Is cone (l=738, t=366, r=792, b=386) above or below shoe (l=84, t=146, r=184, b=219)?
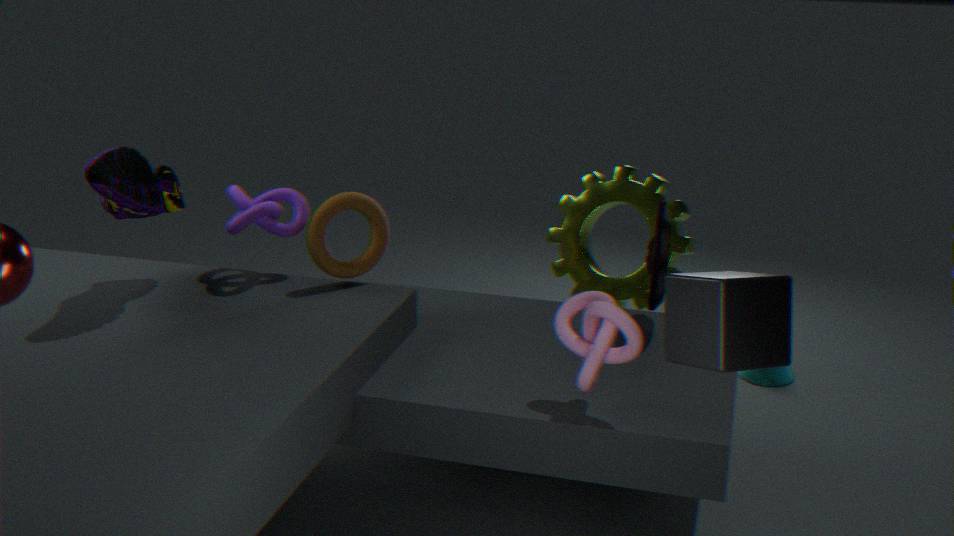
below
